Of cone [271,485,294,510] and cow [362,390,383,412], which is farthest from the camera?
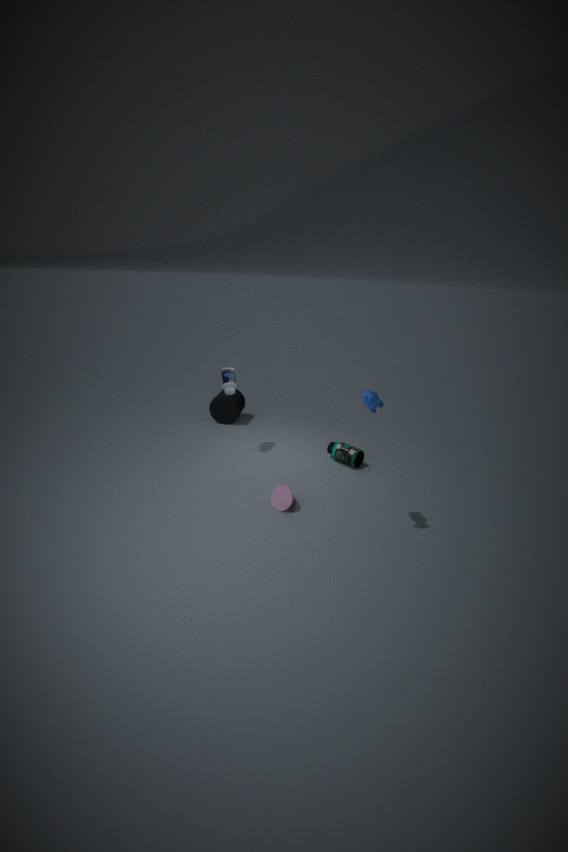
cone [271,485,294,510]
